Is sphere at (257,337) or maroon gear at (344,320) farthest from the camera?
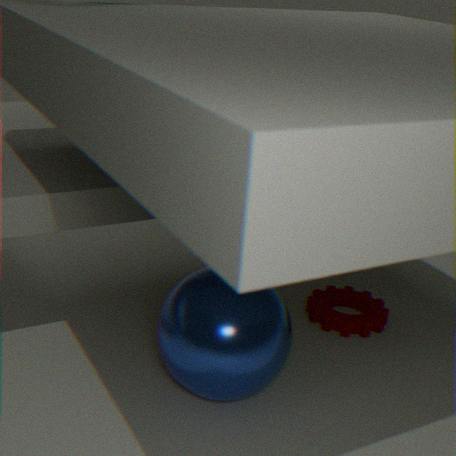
maroon gear at (344,320)
